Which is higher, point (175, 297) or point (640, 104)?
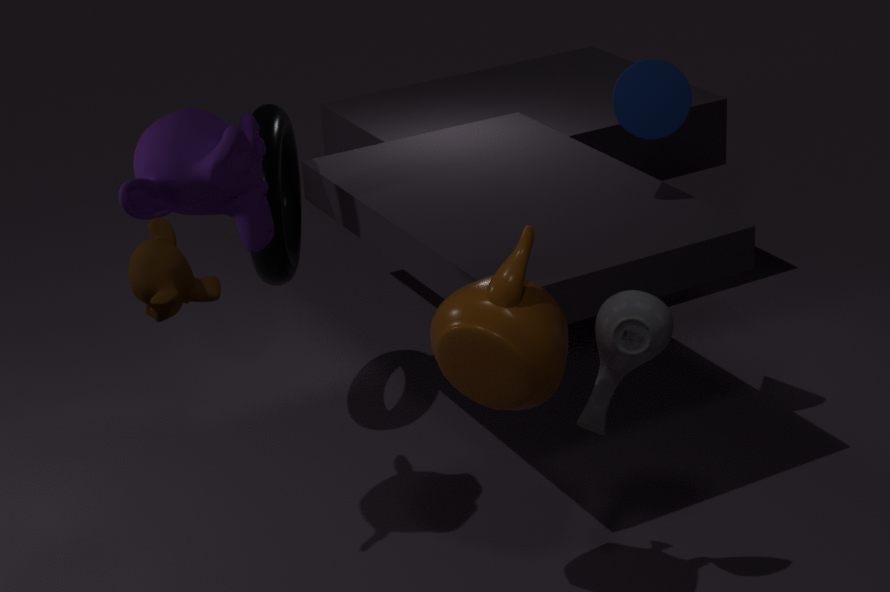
point (175, 297)
